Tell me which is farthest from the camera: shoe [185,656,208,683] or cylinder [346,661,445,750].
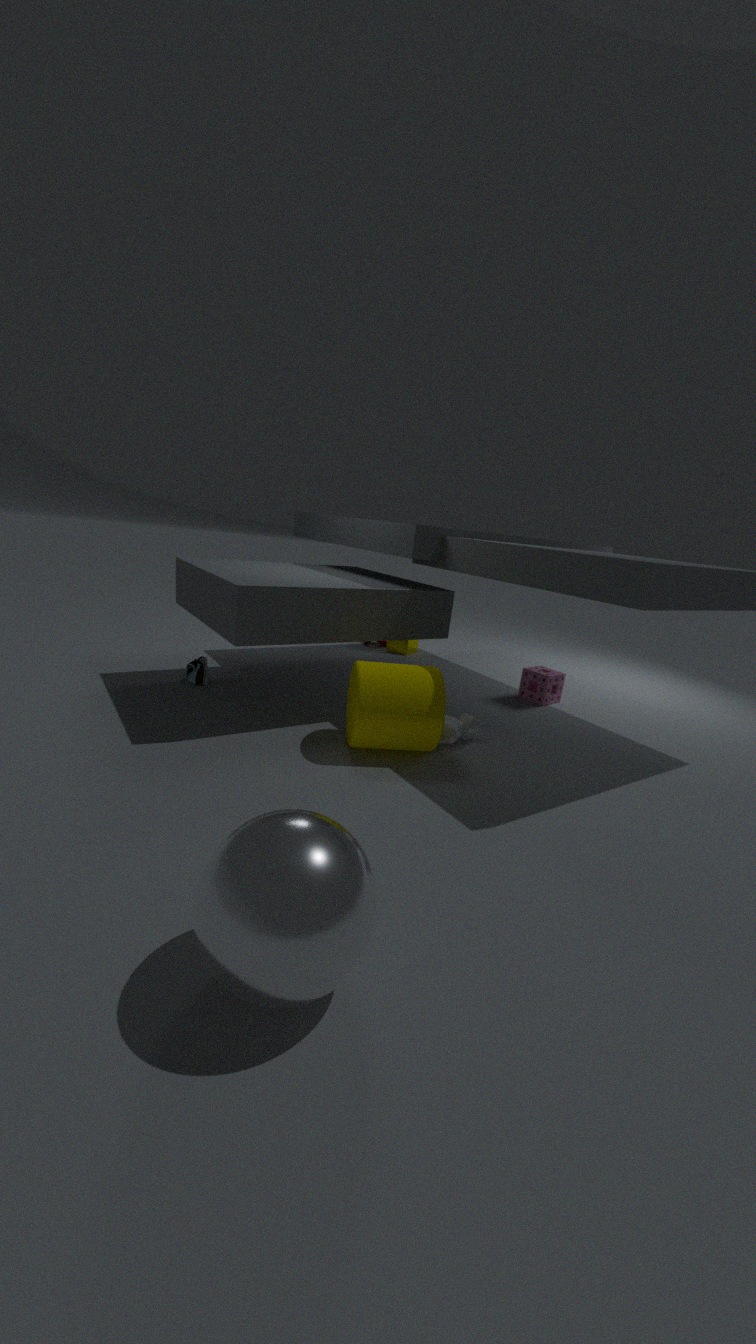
shoe [185,656,208,683]
